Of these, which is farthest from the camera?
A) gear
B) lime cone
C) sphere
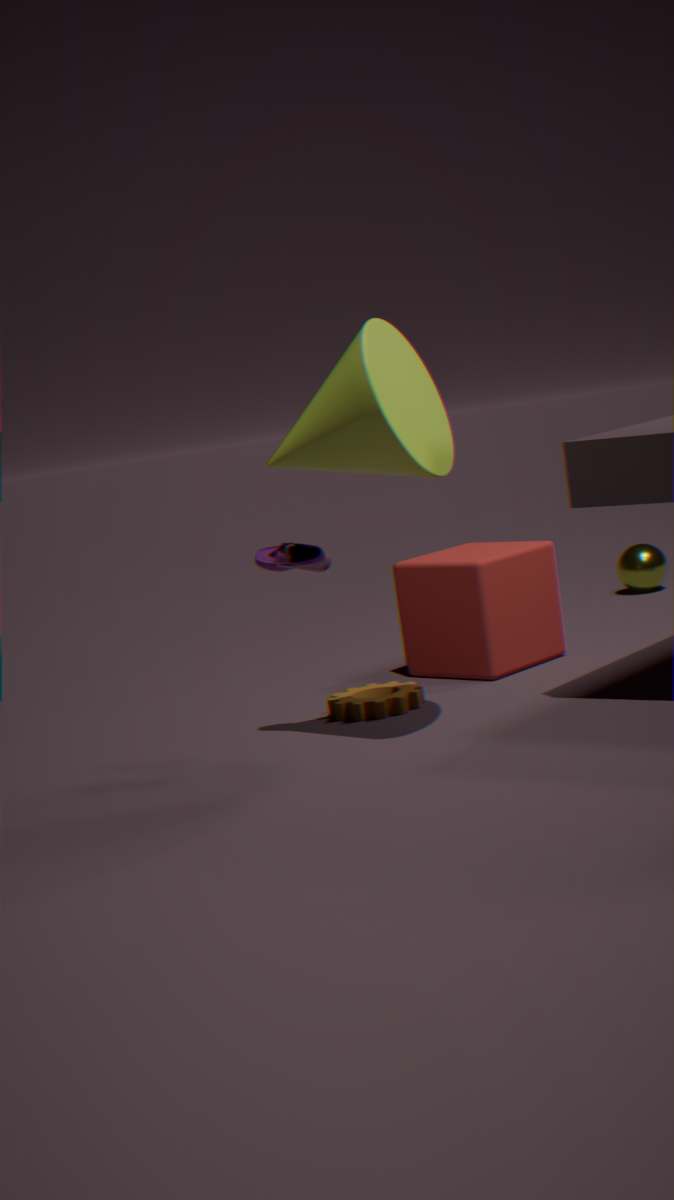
sphere
